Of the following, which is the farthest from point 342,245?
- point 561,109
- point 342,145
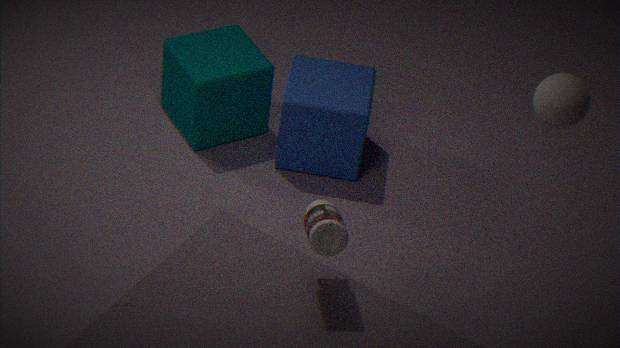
point 342,145
